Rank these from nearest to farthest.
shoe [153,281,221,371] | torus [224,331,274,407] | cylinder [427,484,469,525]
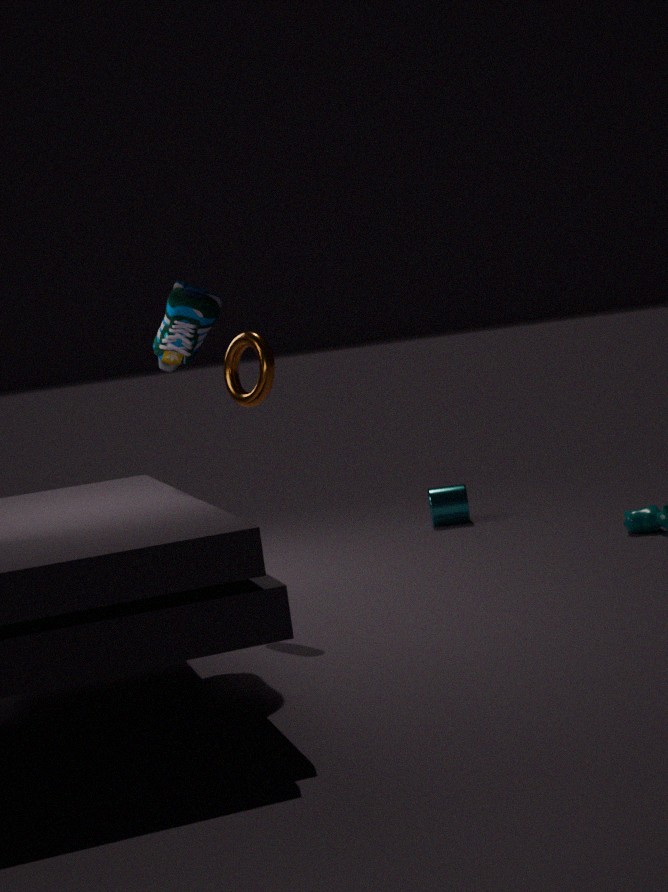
shoe [153,281,221,371]
torus [224,331,274,407]
cylinder [427,484,469,525]
